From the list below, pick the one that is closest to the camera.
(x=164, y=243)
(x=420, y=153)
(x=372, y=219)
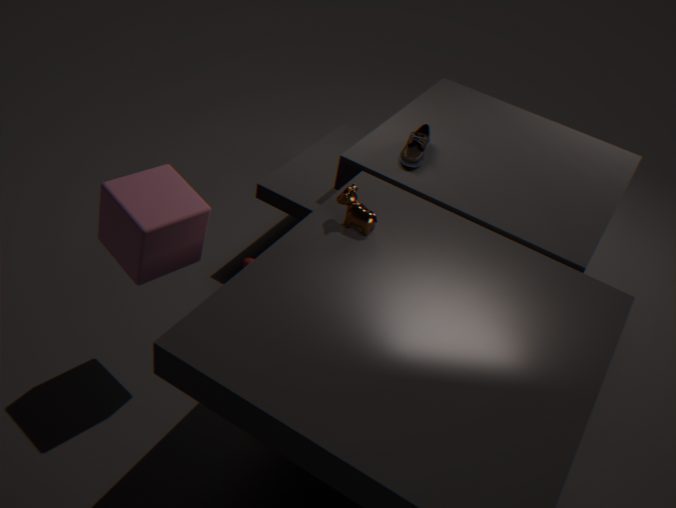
(x=164, y=243)
